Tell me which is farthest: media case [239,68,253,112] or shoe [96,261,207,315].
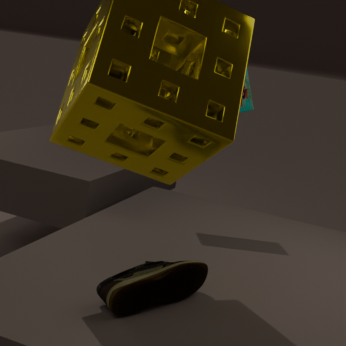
media case [239,68,253,112]
